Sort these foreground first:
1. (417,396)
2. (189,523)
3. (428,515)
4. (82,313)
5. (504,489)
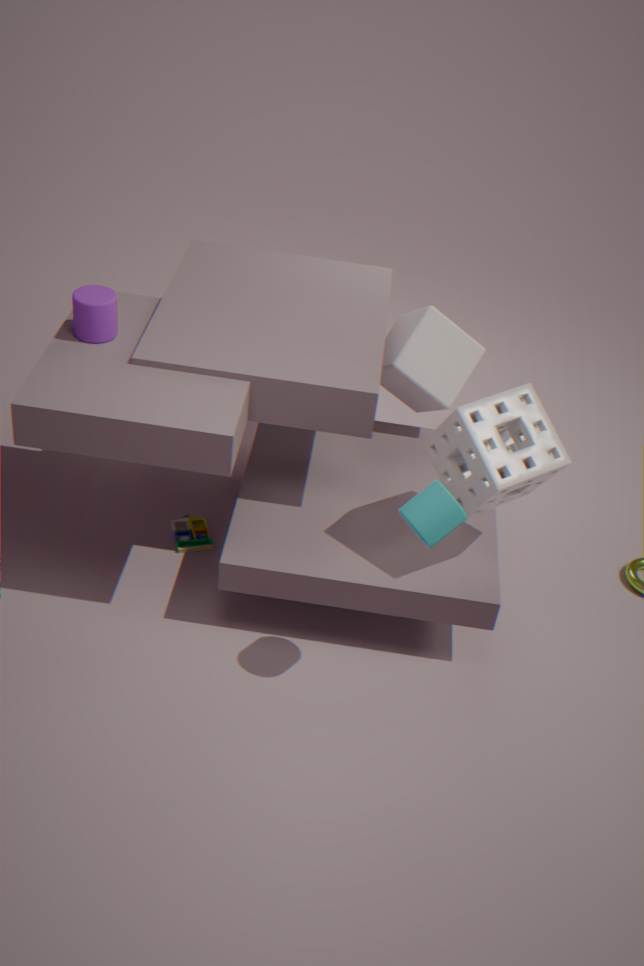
(428,515)
(504,489)
(82,313)
(189,523)
(417,396)
